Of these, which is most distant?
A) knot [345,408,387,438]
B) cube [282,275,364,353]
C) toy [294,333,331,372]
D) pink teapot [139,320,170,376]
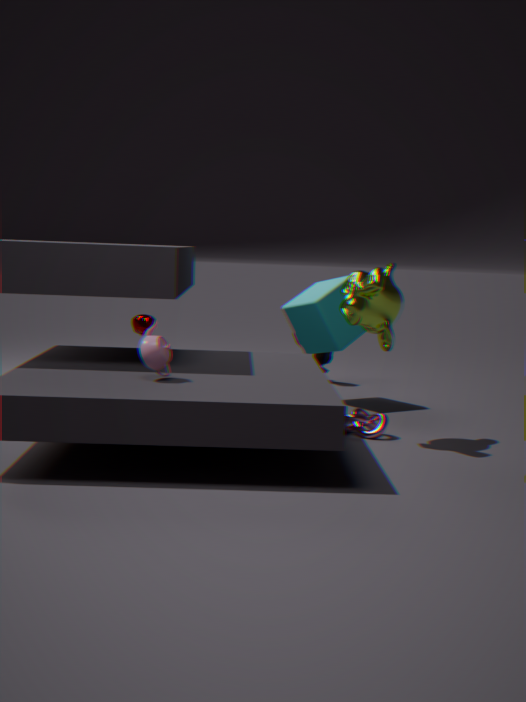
toy [294,333,331,372]
